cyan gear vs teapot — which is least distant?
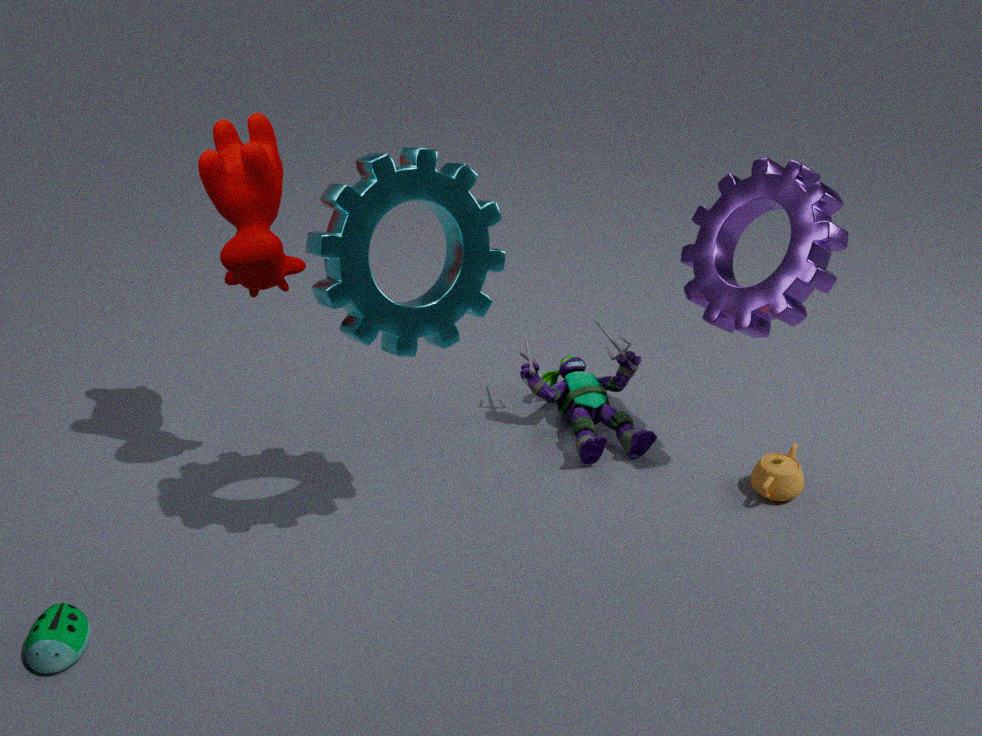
cyan gear
